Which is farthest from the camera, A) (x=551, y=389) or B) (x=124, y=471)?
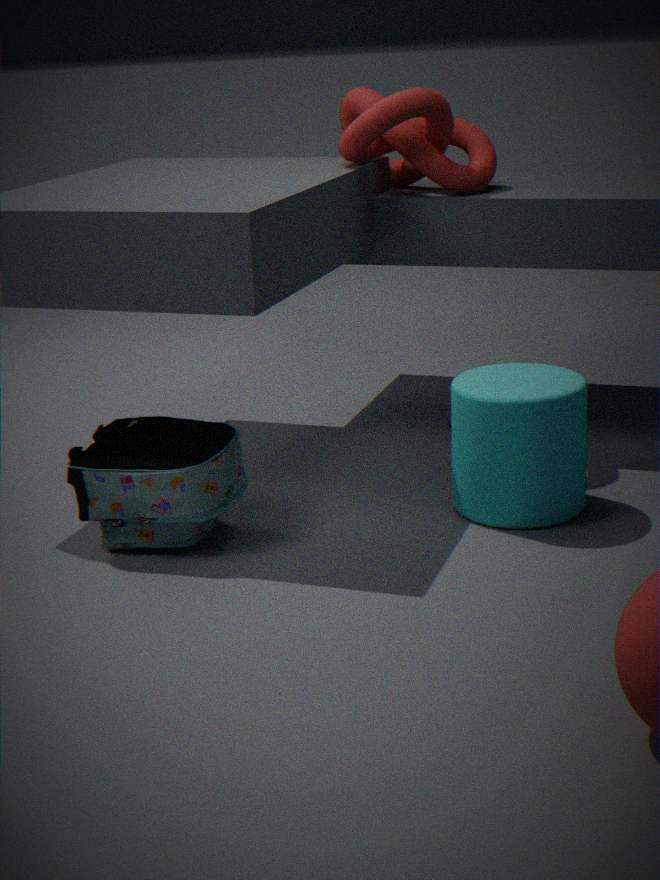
A. (x=551, y=389)
